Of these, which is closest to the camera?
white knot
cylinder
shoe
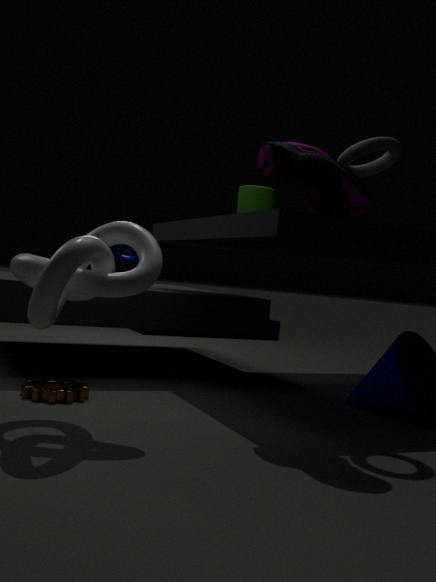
white knot
